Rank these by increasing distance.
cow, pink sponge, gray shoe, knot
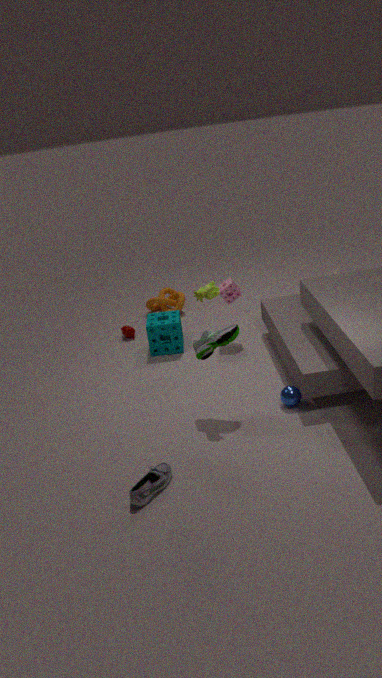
gray shoe < cow < pink sponge < knot
